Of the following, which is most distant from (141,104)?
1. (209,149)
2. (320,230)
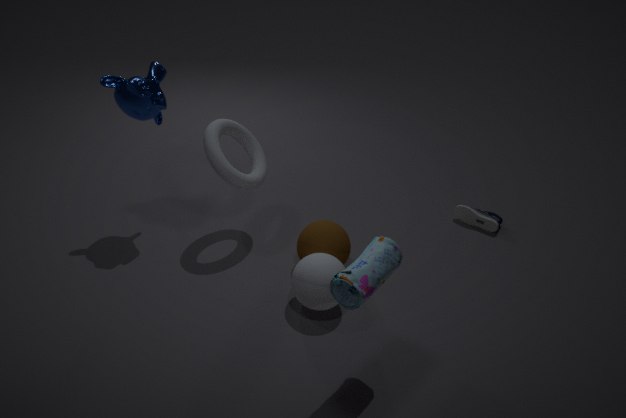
(320,230)
